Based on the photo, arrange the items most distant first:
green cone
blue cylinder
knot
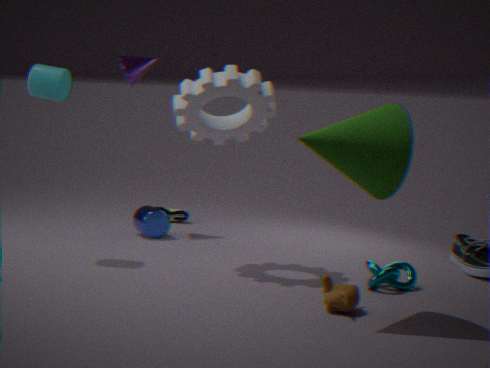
blue cylinder, knot, green cone
